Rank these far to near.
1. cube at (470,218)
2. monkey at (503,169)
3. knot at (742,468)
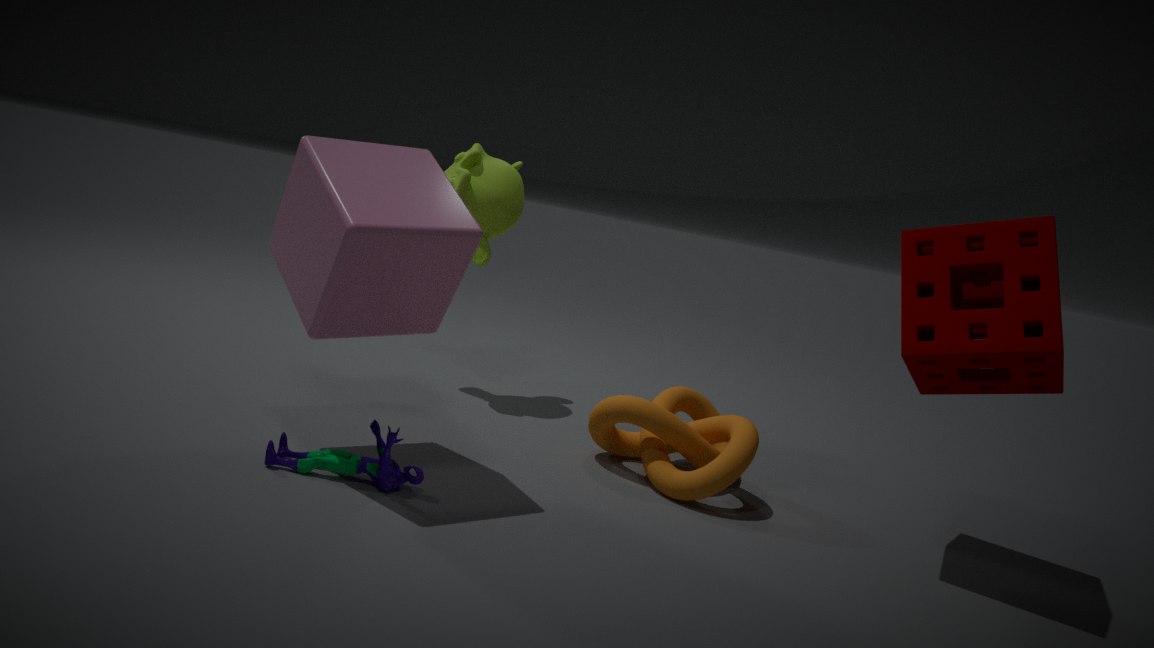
monkey at (503,169), knot at (742,468), cube at (470,218)
